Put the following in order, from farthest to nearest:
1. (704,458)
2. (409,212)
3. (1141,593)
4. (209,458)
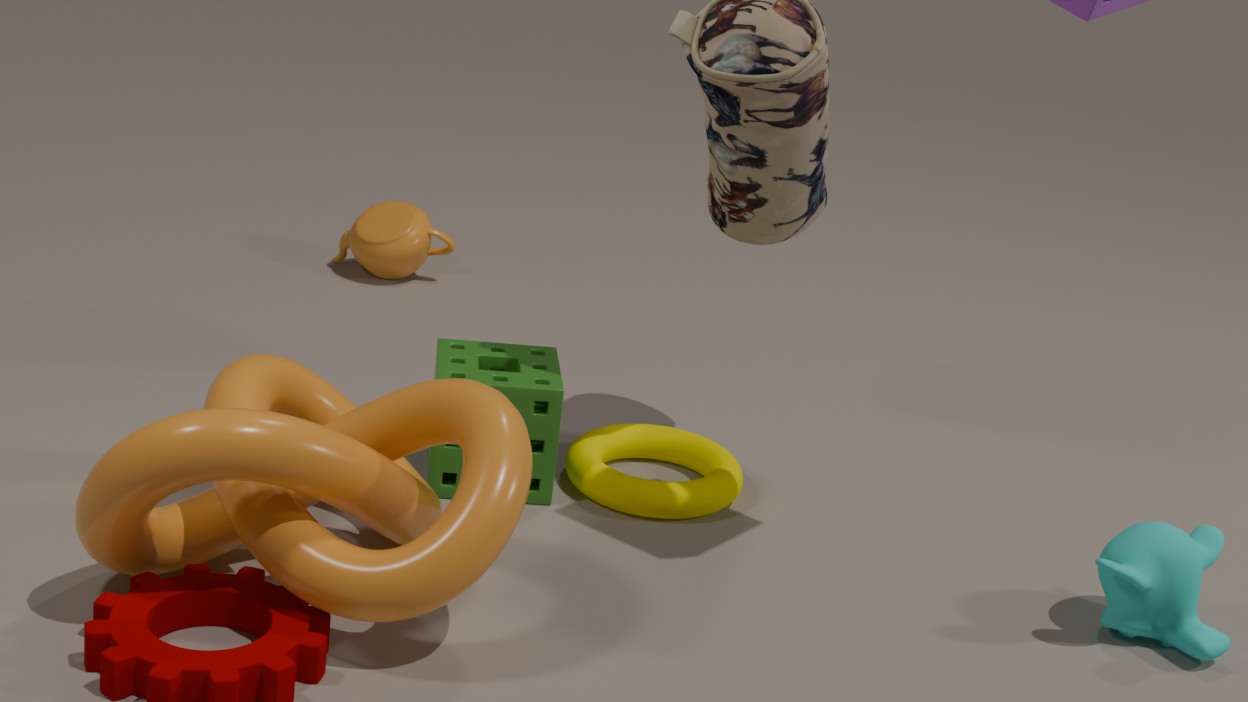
(409,212)
(704,458)
(1141,593)
(209,458)
